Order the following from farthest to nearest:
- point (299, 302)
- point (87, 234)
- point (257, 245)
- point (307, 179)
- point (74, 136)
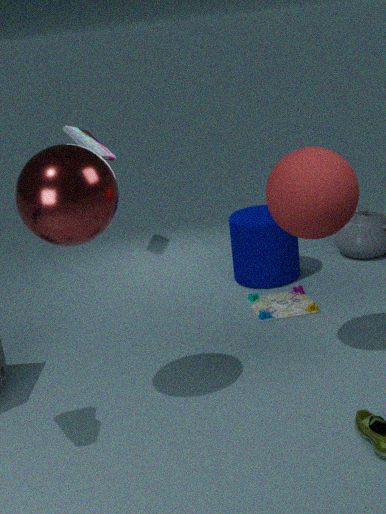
point (74, 136)
point (257, 245)
point (299, 302)
point (307, 179)
point (87, 234)
